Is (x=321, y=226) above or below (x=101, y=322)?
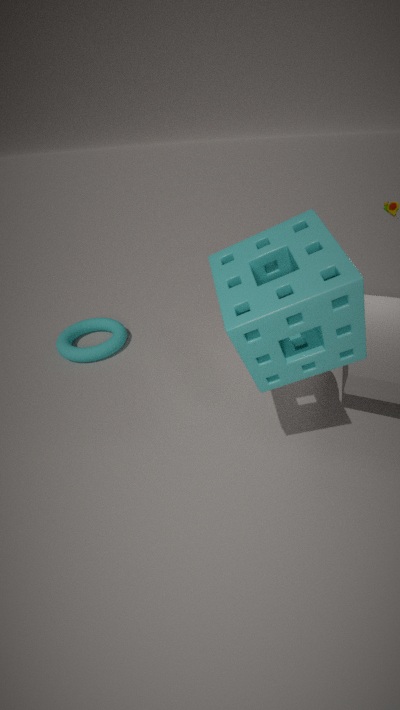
above
